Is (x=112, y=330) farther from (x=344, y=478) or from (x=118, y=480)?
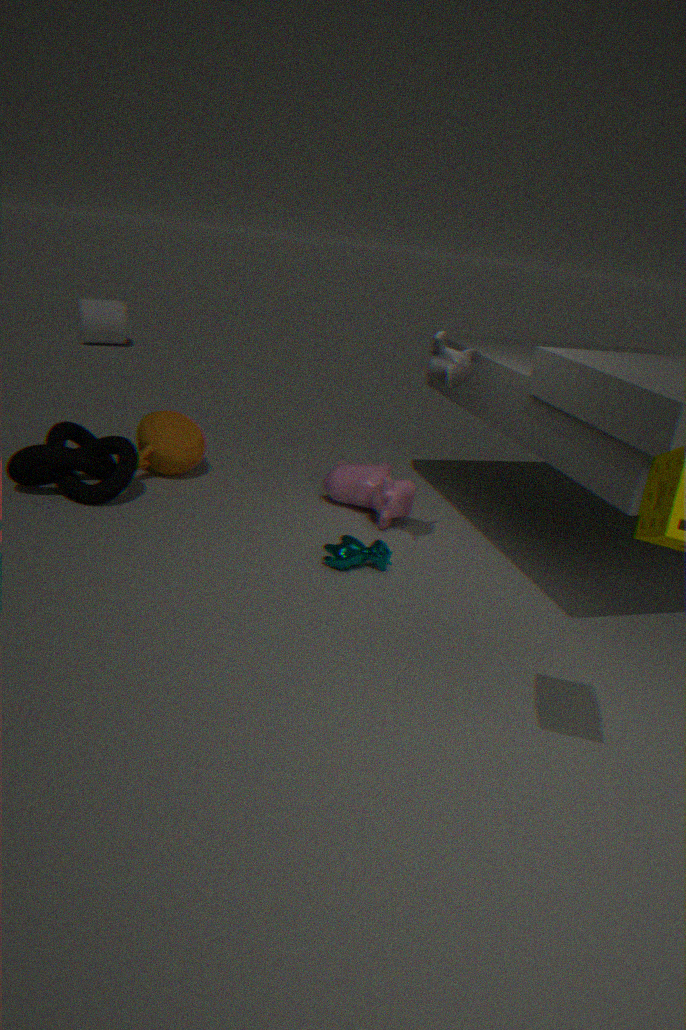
(x=344, y=478)
